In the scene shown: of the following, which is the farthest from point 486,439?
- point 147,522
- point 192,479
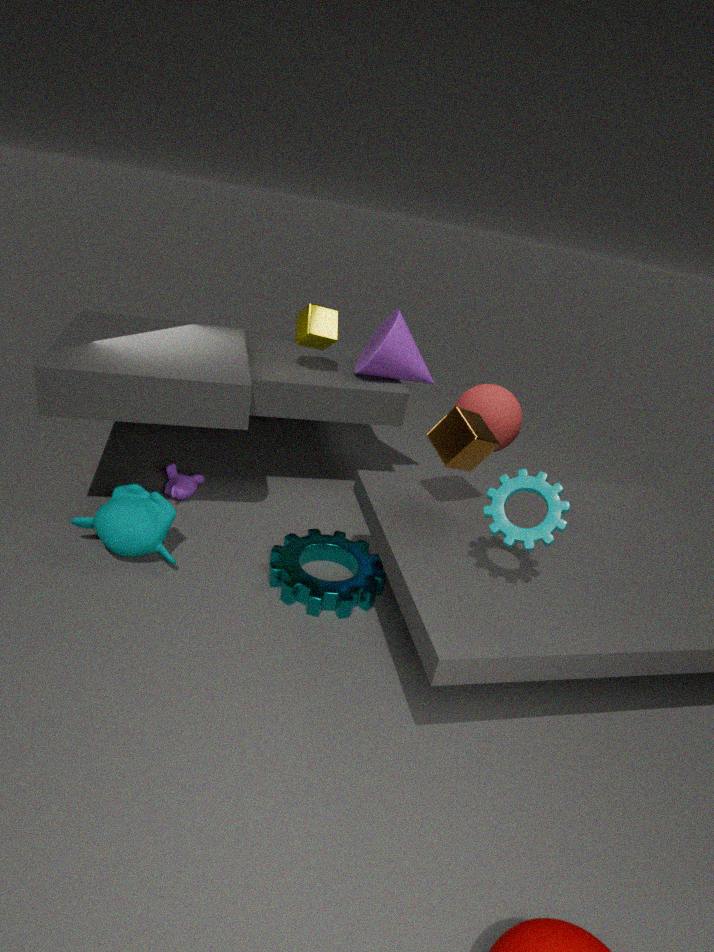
point 192,479
